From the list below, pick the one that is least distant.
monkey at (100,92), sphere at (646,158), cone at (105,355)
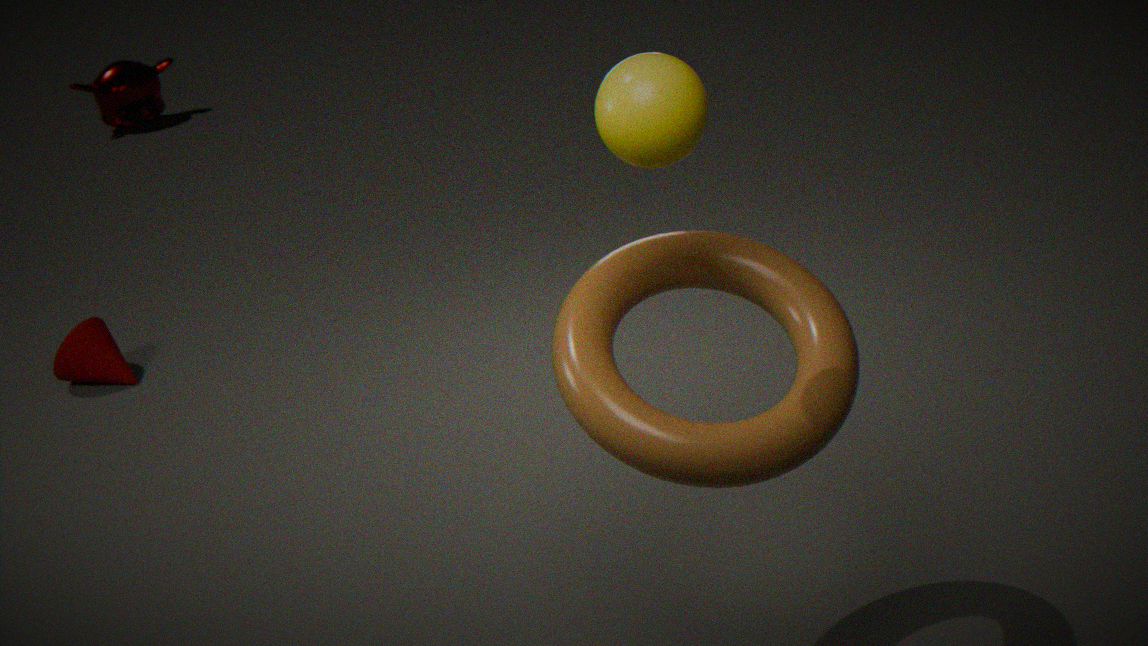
sphere at (646,158)
